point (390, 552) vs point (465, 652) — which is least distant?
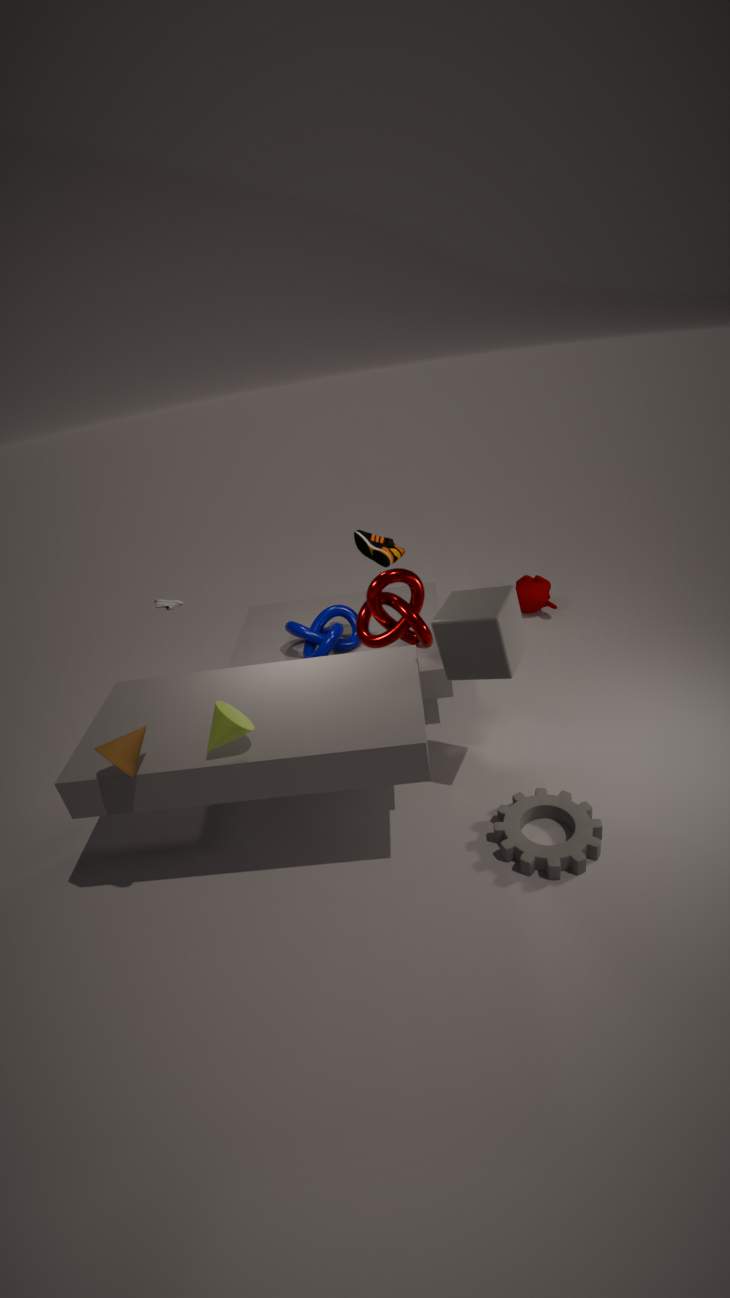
point (465, 652)
